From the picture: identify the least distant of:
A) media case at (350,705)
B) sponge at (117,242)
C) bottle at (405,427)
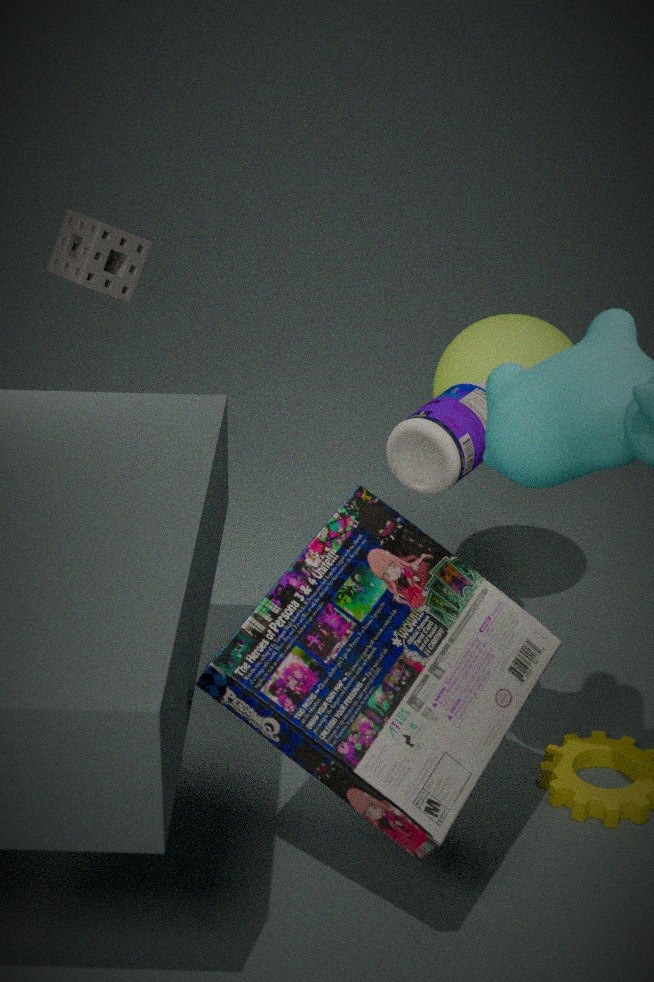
A. media case at (350,705)
